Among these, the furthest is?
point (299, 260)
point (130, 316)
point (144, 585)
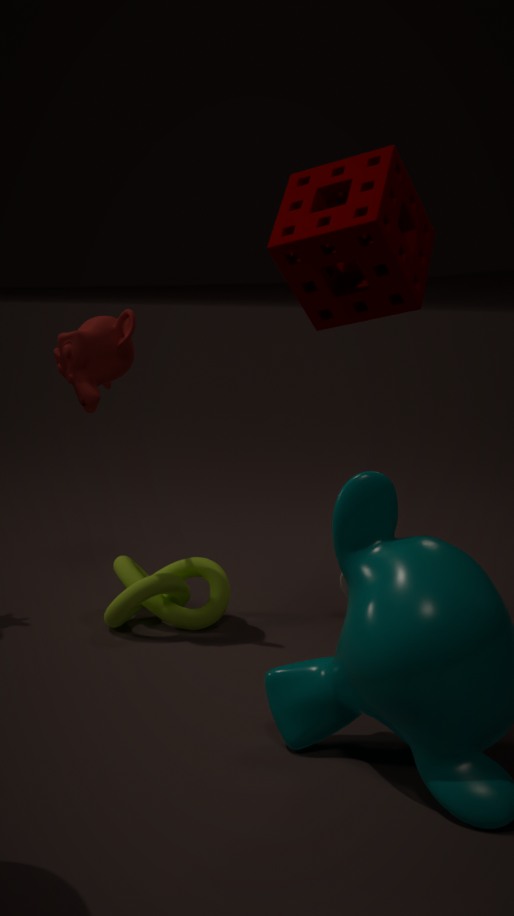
point (144, 585)
